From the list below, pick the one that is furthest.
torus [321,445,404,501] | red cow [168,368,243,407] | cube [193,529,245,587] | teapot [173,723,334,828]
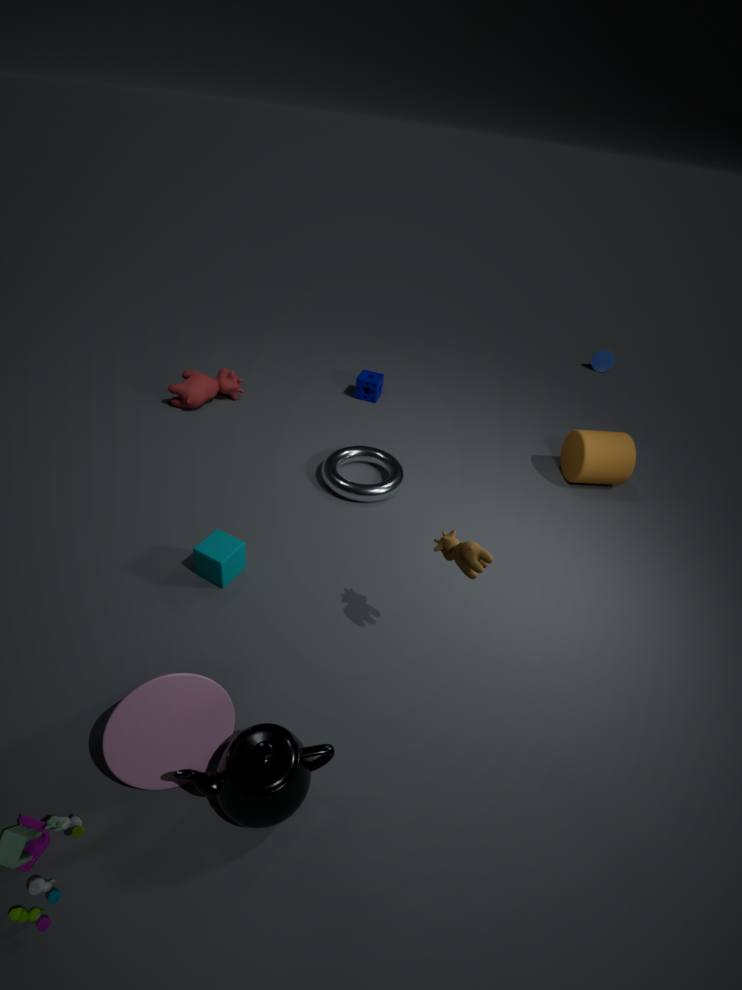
red cow [168,368,243,407]
